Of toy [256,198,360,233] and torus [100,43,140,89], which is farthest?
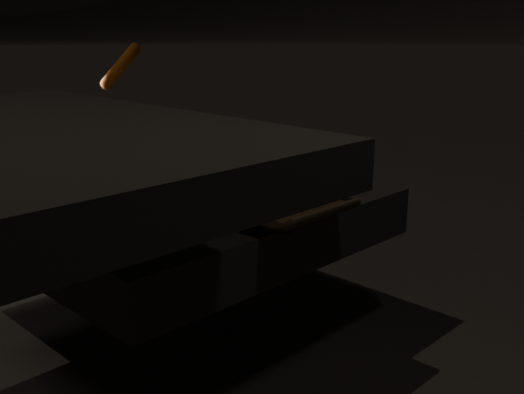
torus [100,43,140,89]
